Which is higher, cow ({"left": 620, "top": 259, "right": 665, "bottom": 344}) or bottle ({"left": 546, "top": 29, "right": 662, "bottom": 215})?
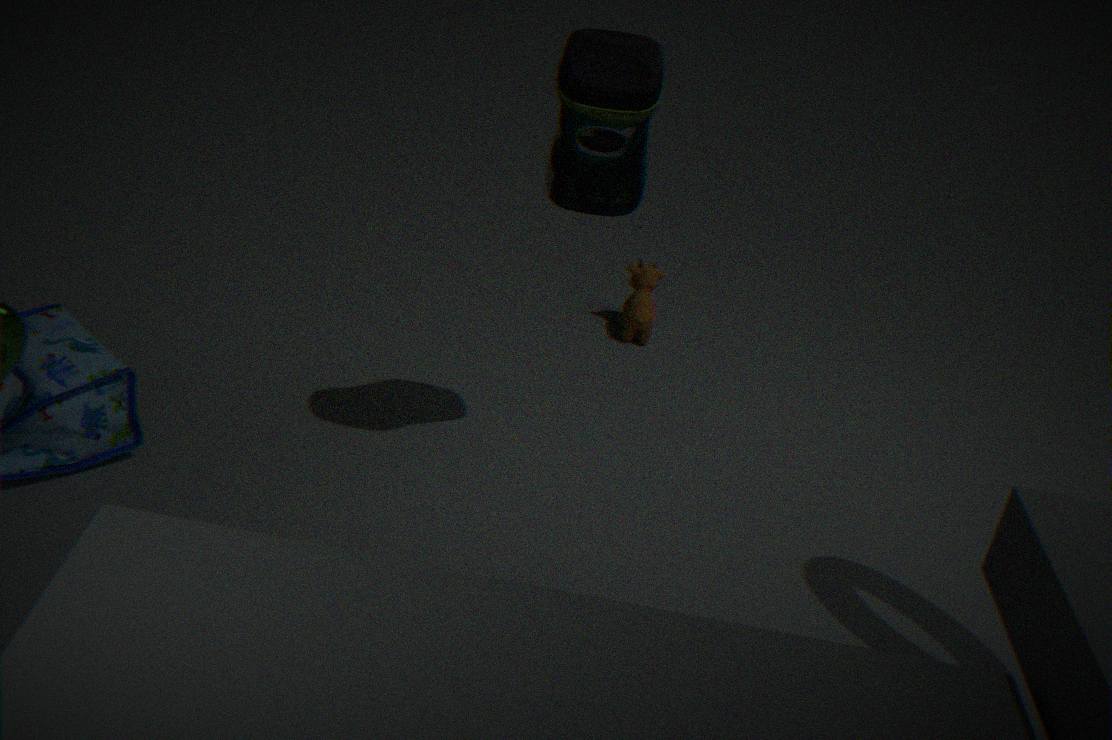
bottle ({"left": 546, "top": 29, "right": 662, "bottom": 215})
